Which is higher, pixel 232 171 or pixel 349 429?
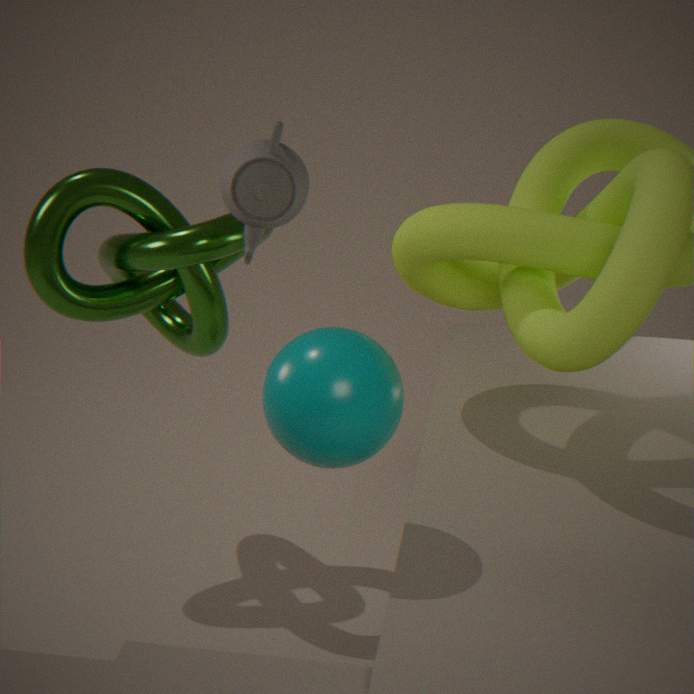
pixel 232 171
